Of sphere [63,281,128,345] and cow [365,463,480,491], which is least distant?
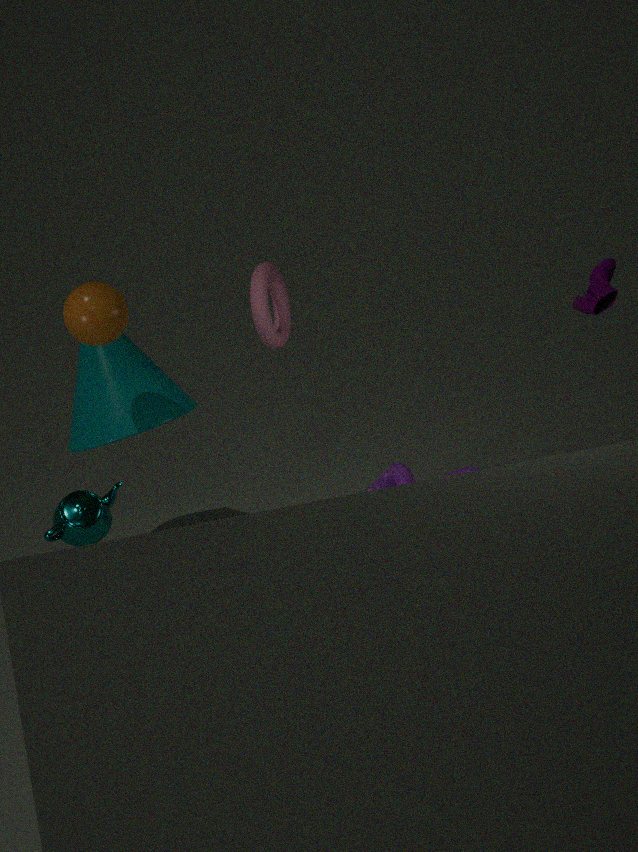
sphere [63,281,128,345]
